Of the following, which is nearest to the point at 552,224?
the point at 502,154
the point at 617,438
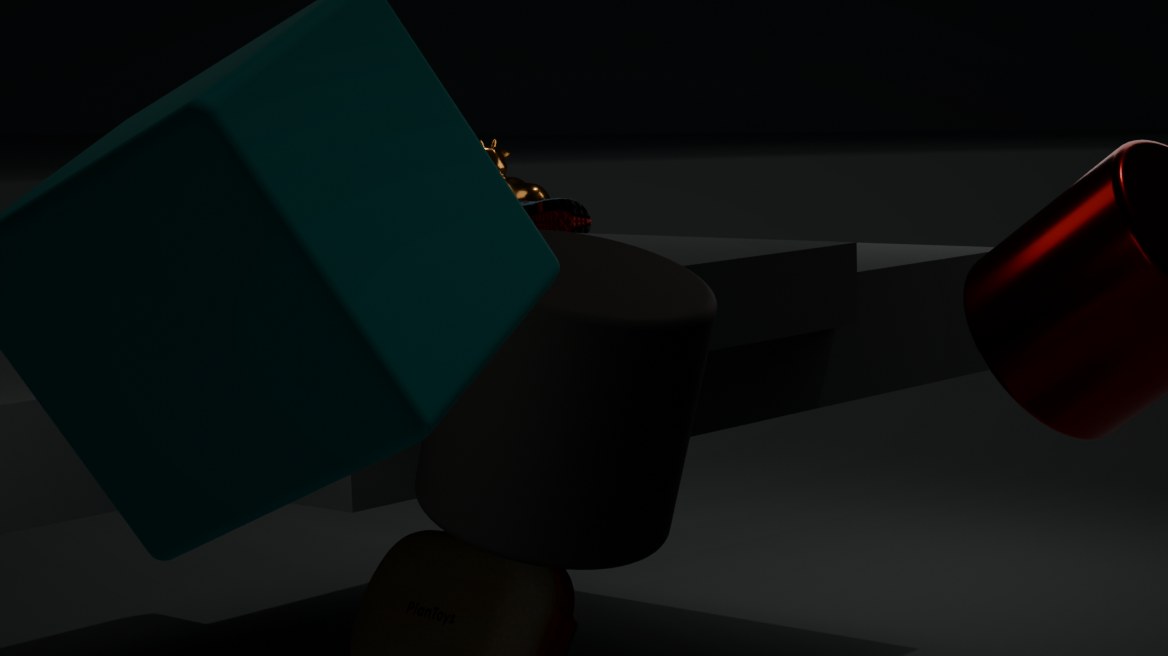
the point at 502,154
